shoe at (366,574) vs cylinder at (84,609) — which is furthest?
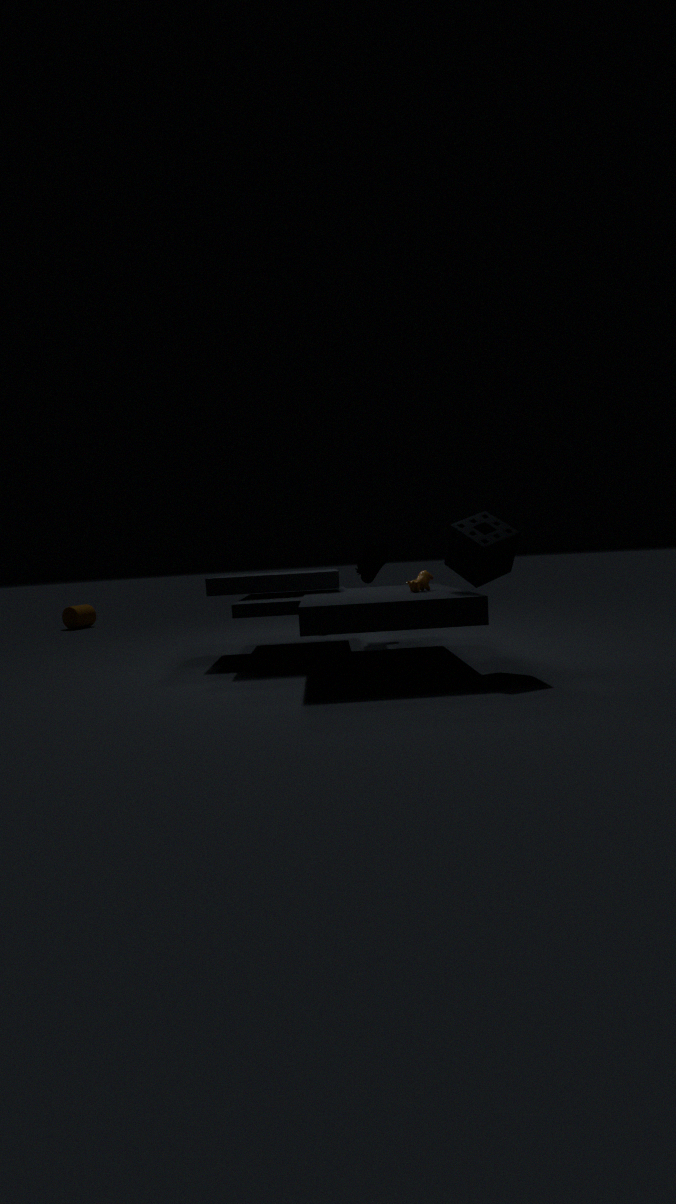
cylinder at (84,609)
